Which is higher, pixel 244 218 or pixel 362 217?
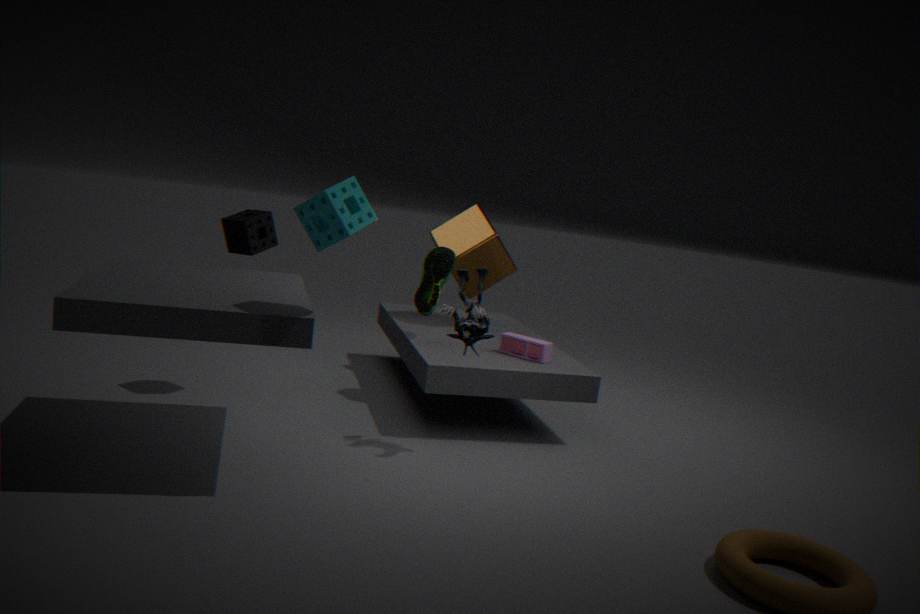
pixel 362 217
